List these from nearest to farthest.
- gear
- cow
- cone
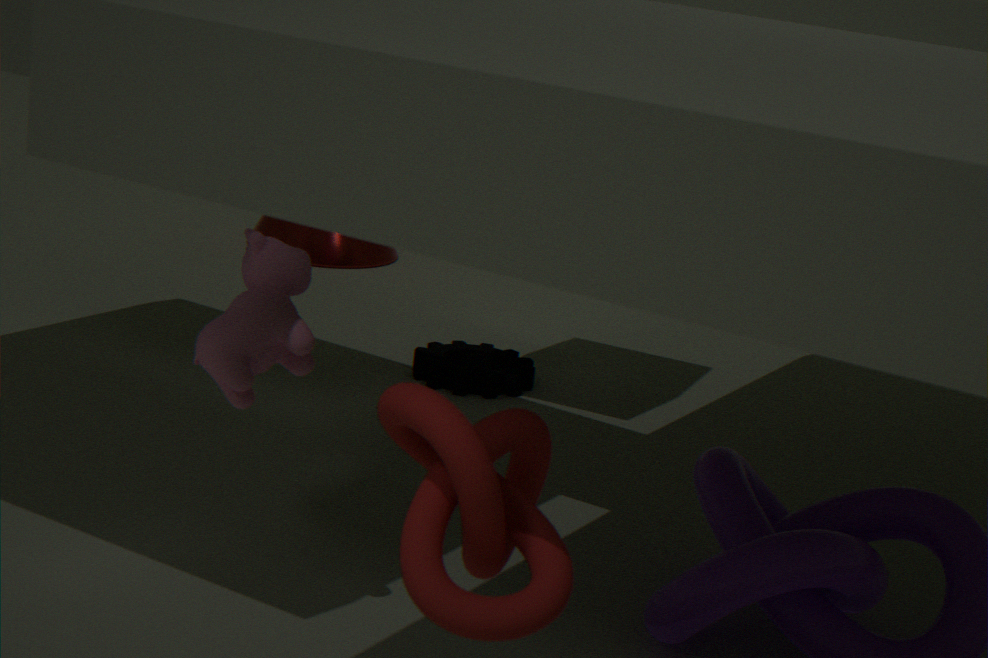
cow
gear
cone
